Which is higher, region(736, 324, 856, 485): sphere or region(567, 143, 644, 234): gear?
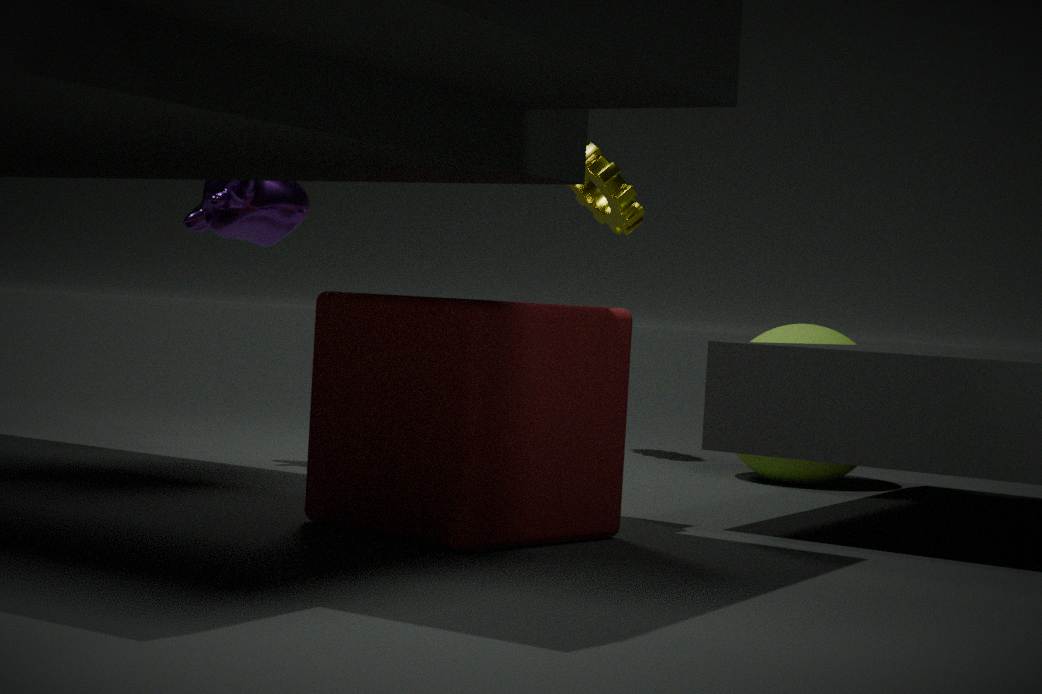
region(567, 143, 644, 234): gear
